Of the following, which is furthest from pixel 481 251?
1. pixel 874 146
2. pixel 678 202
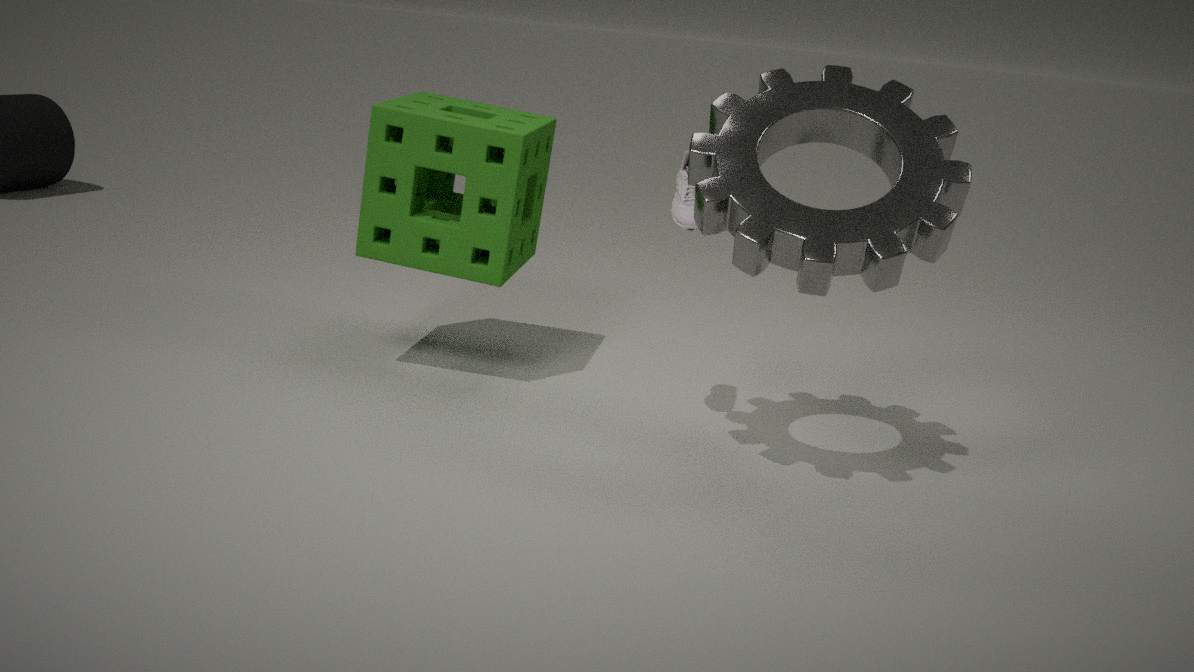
pixel 874 146
